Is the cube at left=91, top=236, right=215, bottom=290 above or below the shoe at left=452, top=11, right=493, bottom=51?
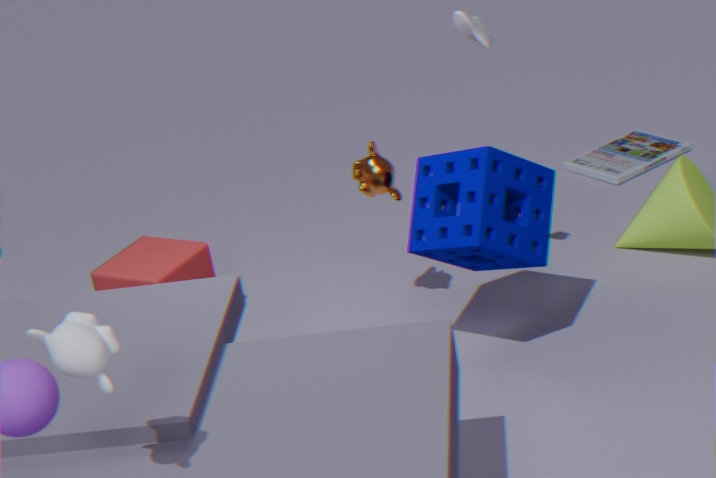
below
